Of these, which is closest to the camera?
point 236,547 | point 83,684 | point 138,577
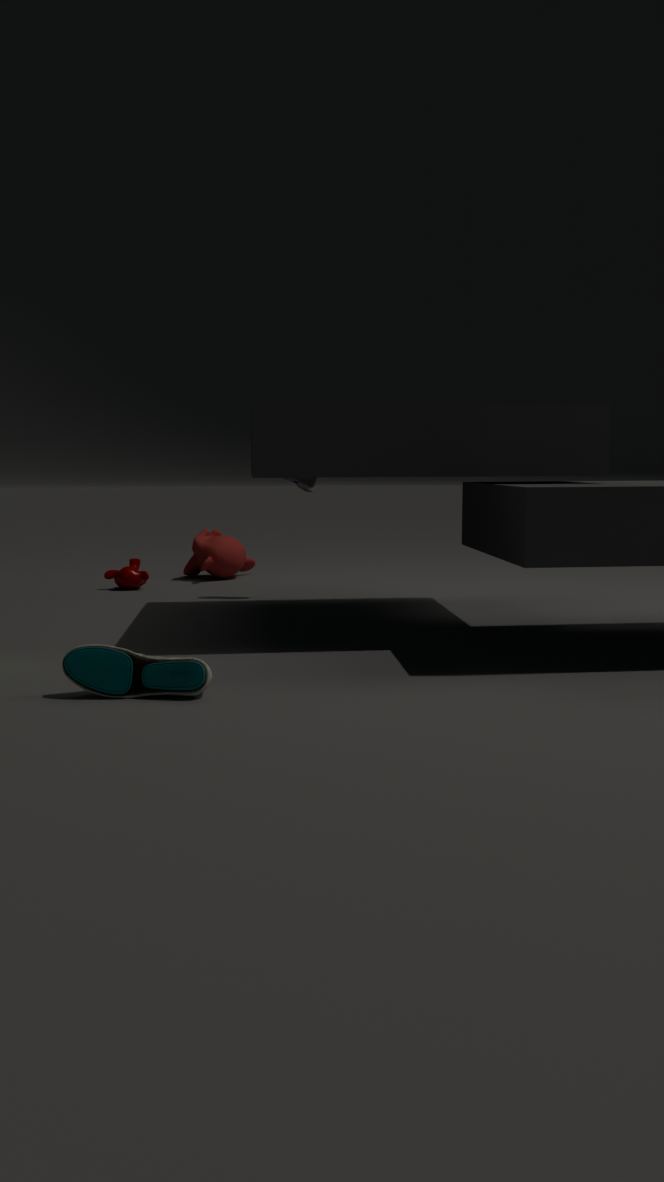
point 83,684
